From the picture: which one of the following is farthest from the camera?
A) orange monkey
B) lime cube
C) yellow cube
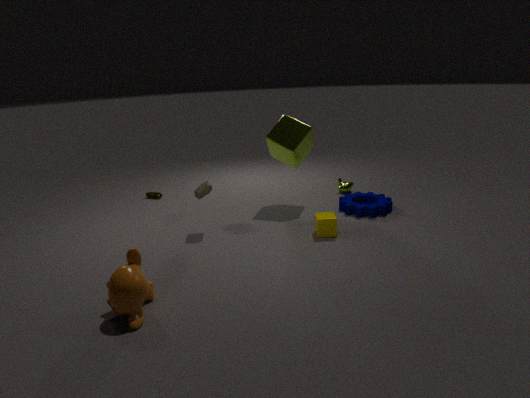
lime cube
